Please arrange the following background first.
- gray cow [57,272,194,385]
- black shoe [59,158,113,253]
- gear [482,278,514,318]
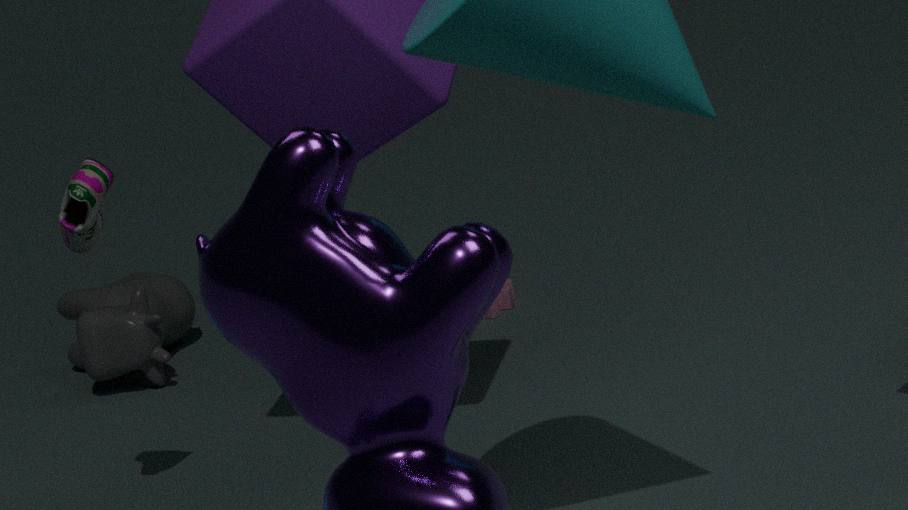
gear [482,278,514,318] → gray cow [57,272,194,385] → black shoe [59,158,113,253]
